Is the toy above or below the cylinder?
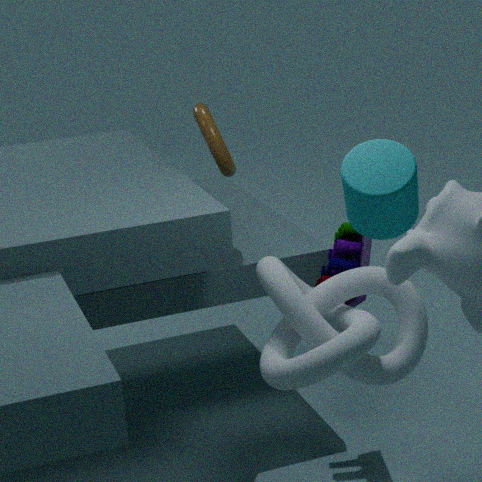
below
